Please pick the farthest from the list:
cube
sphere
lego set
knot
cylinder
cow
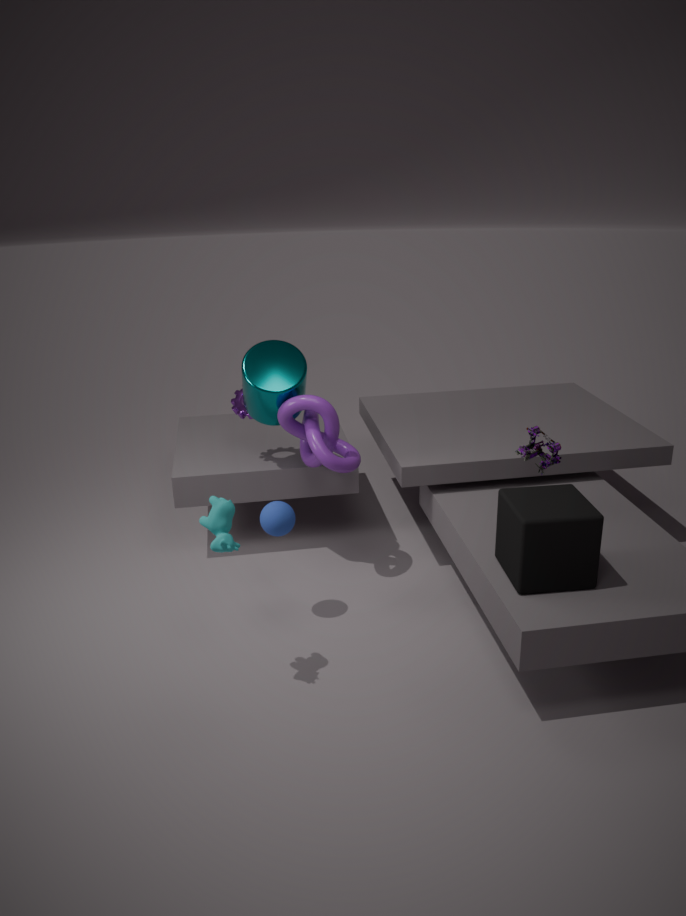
cylinder
